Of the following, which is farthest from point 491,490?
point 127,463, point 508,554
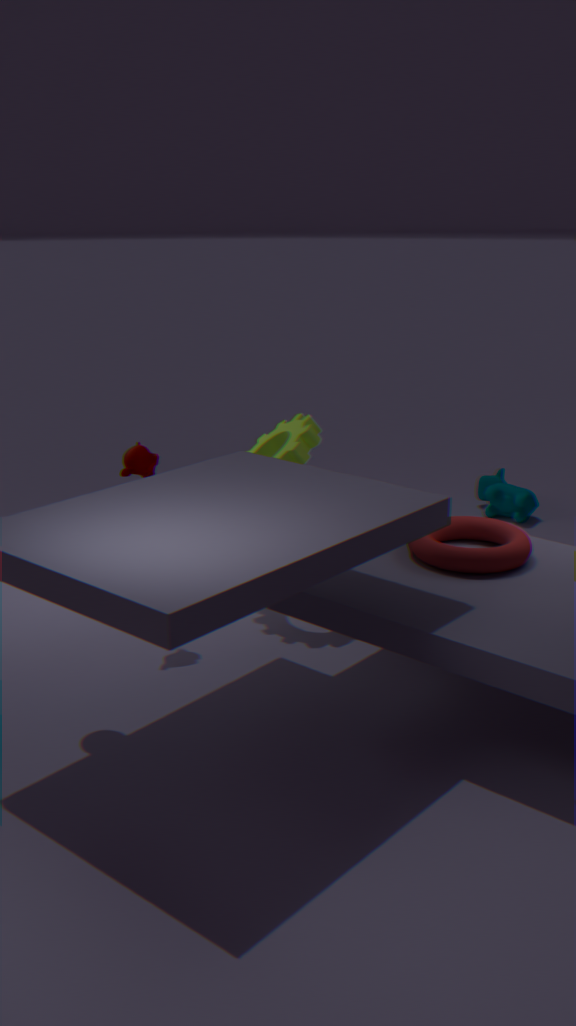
point 127,463
